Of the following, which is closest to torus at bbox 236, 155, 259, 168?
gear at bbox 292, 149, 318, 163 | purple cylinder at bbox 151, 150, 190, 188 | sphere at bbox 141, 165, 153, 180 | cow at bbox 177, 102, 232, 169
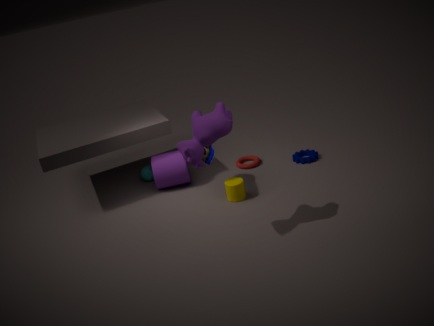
gear at bbox 292, 149, 318, 163
